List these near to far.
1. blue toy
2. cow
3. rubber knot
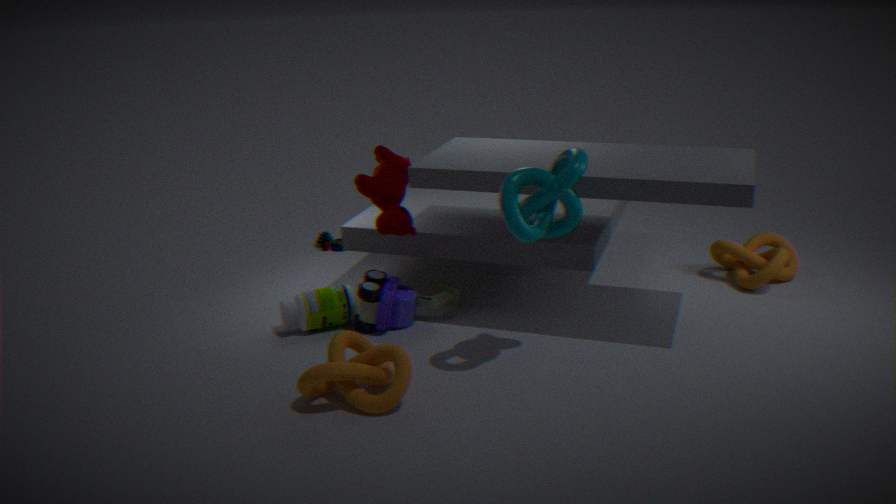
rubber knot
cow
blue toy
